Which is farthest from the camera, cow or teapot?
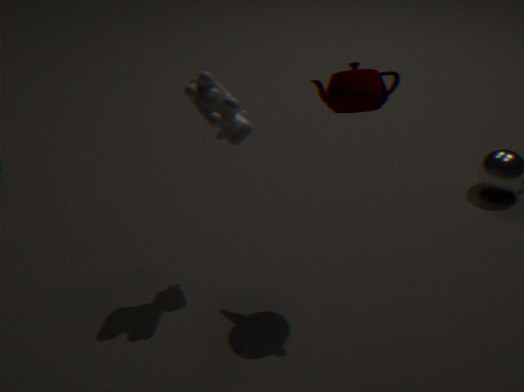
cow
